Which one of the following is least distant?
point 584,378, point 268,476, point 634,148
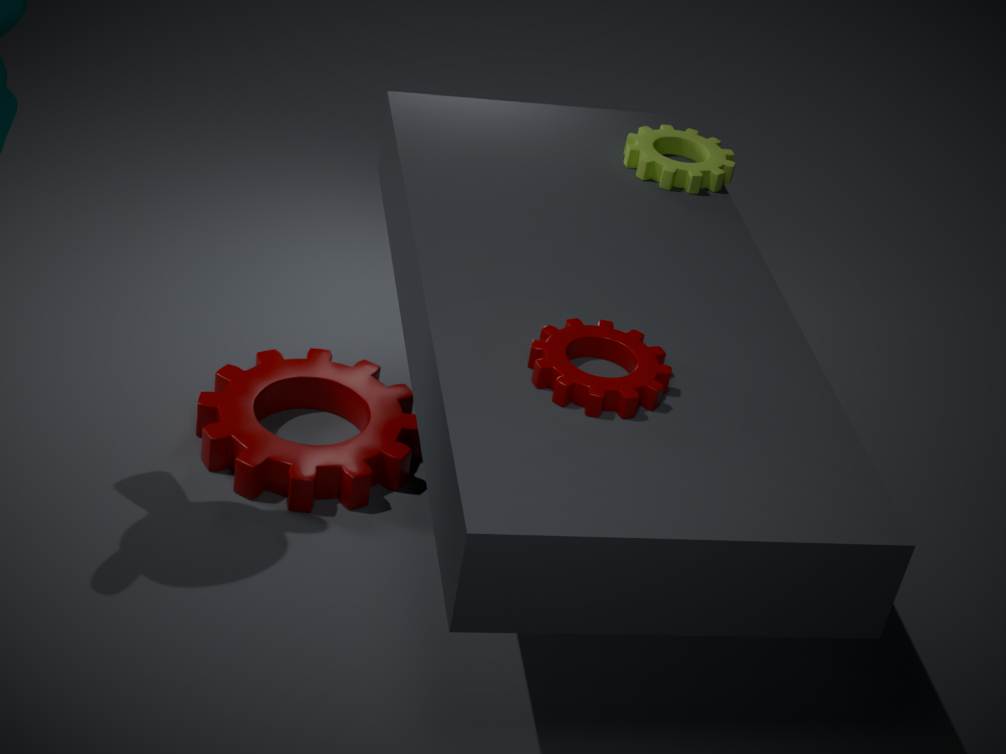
point 584,378
